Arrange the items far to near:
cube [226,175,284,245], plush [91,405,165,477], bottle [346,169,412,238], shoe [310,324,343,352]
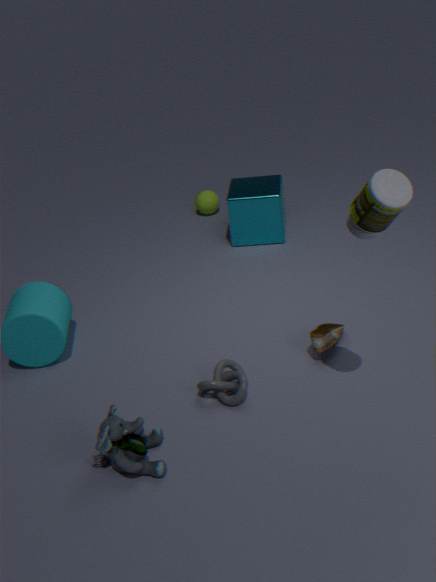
cube [226,175,284,245], shoe [310,324,343,352], plush [91,405,165,477], bottle [346,169,412,238]
